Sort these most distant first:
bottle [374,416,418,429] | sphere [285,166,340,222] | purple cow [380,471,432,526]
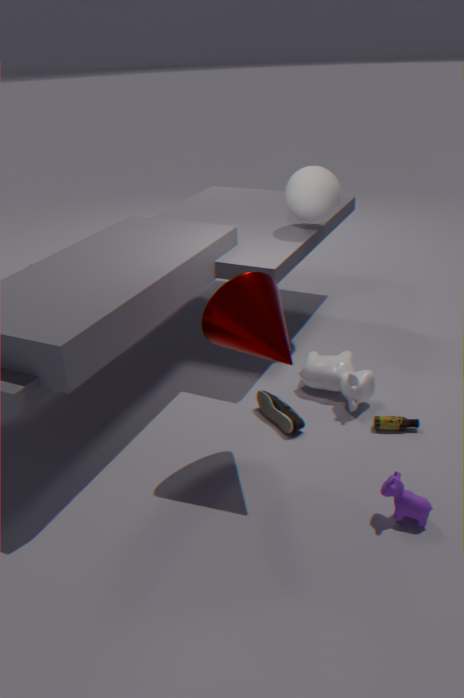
sphere [285,166,340,222], bottle [374,416,418,429], purple cow [380,471,432,526]
